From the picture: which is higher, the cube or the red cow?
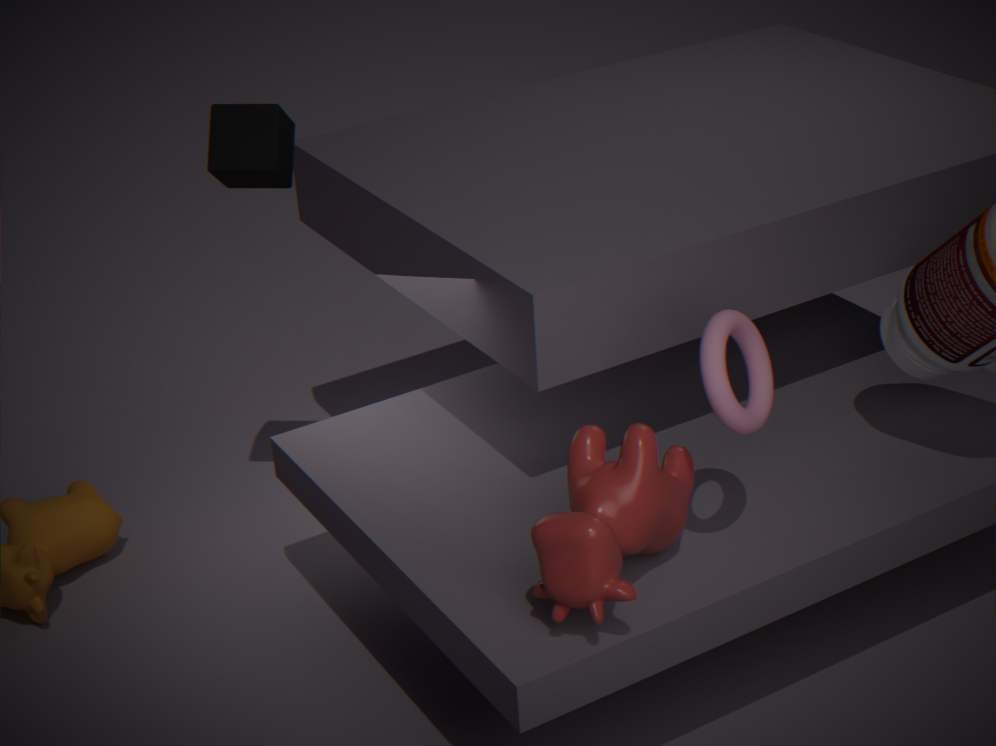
the cube
